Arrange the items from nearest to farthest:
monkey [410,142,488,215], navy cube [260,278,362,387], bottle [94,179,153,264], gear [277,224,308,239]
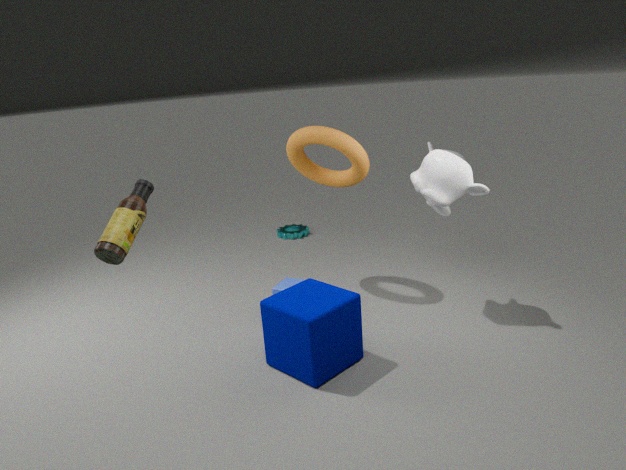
bottle [94,179,153,264], navy cube [260,278,362,387], monkey [410,142,488,215], gear [277,224,308,239]
